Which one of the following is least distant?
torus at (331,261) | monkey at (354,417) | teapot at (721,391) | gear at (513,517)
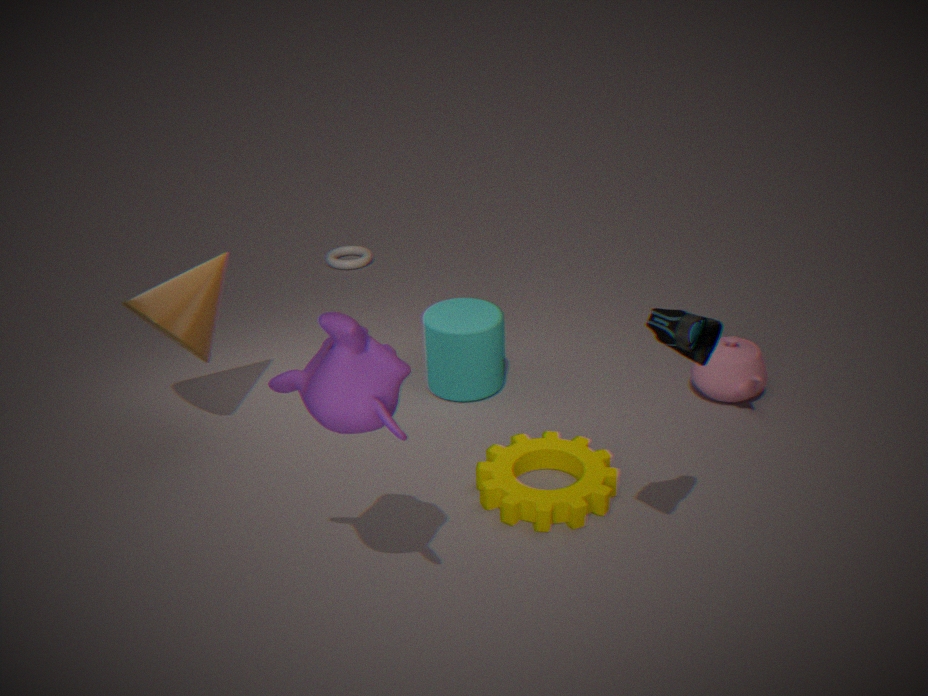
monkey at (354,417)
